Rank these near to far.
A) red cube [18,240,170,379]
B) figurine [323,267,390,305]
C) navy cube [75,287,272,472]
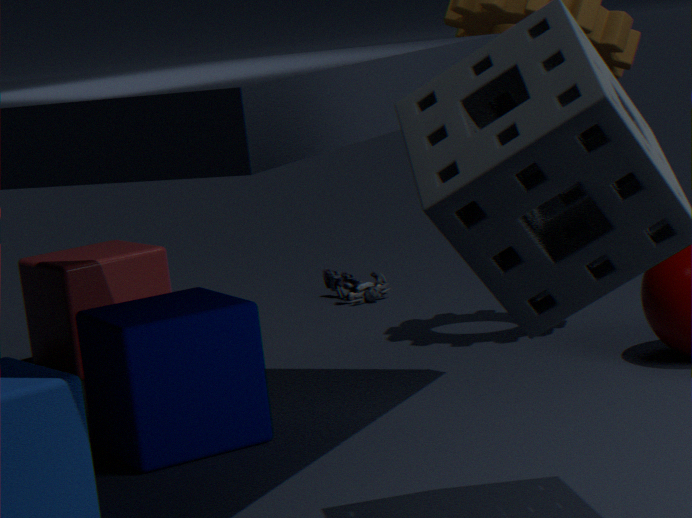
navy cube [75,287,272,472], red cube [18,240,170,379], figurine [323,267,390,305]
